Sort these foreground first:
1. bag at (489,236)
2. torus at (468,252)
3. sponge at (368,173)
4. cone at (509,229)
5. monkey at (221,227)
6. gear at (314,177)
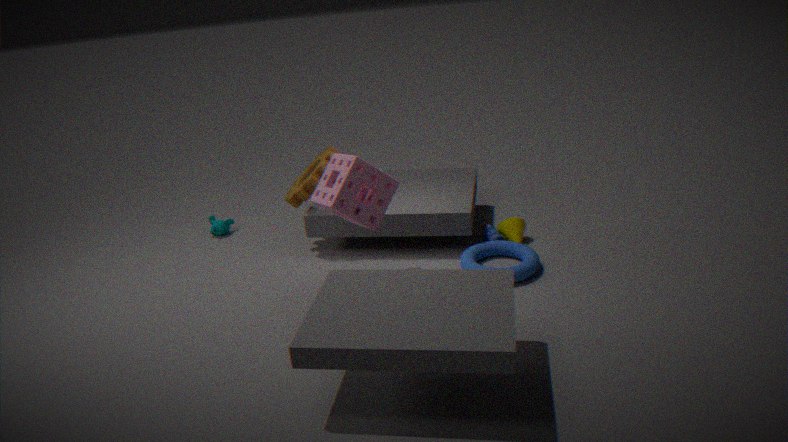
sponge at (368,173)
torus at (468,252)
bag at (489,236)
gear at (314,177)
cone at (509,229)
monkey at (221,227)
